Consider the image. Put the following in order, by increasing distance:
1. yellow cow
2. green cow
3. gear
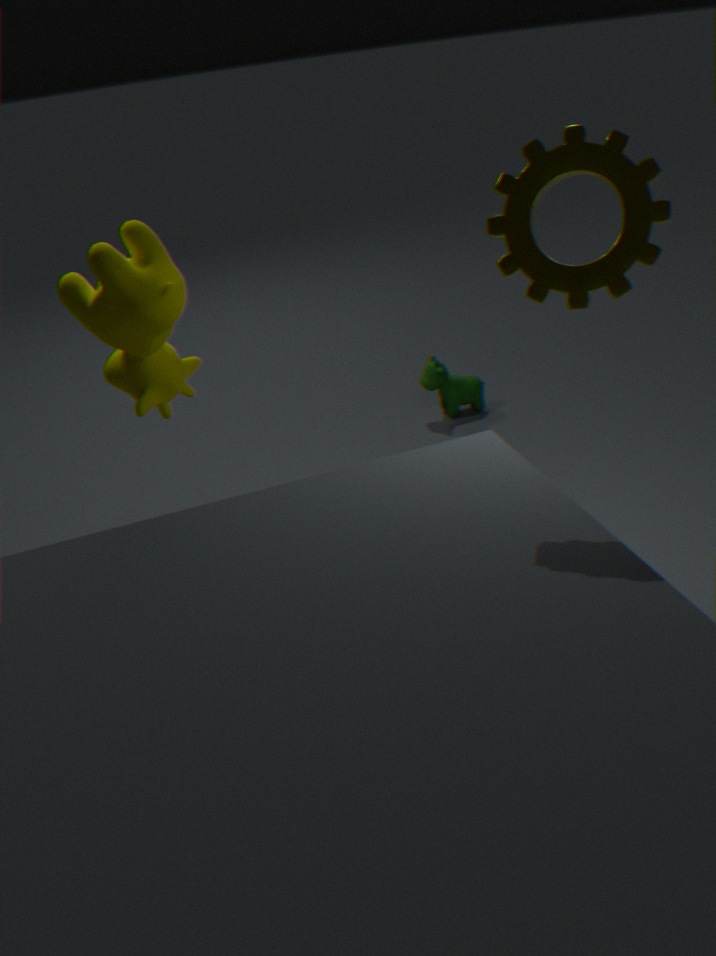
gear
yellow cow
green cow
